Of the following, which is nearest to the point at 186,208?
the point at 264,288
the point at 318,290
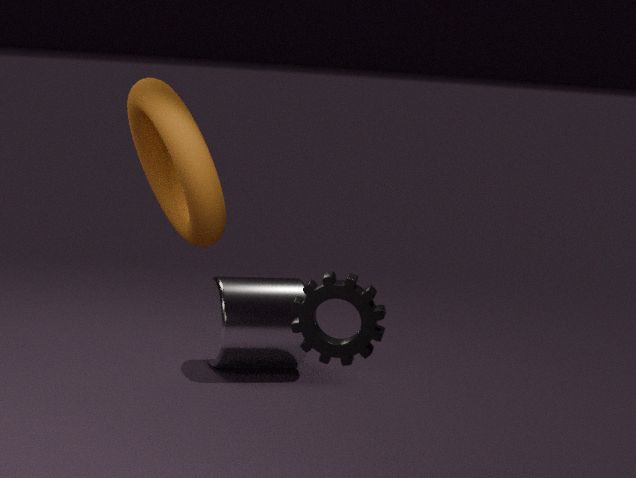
the point at 318,290
